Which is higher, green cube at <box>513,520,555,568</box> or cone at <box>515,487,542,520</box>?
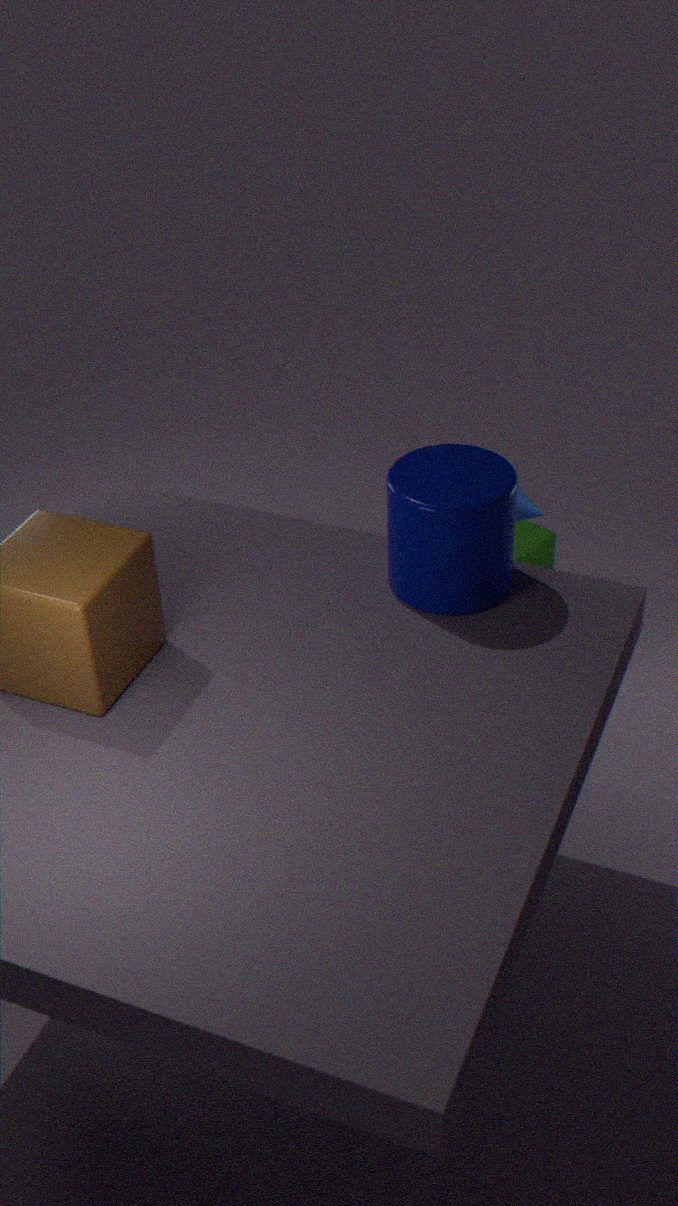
cone at <box>515,487,542,520</box>
